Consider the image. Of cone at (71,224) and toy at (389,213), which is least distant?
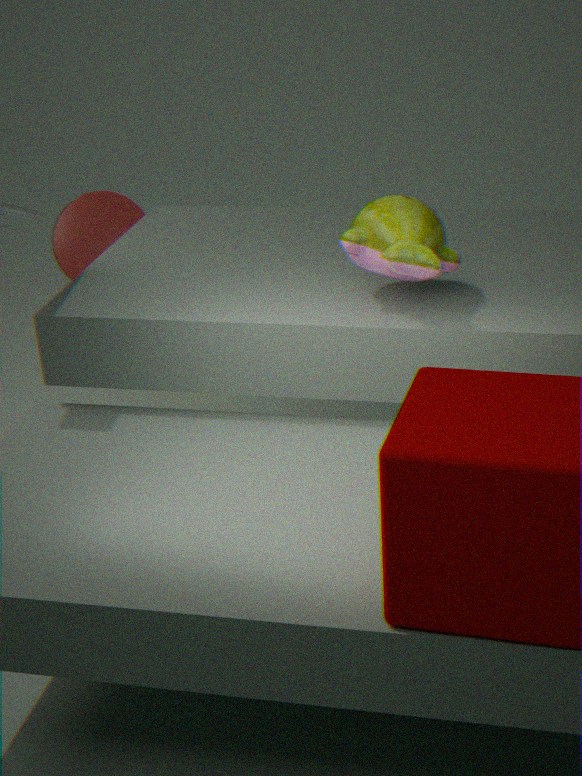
toy at (389,213)
